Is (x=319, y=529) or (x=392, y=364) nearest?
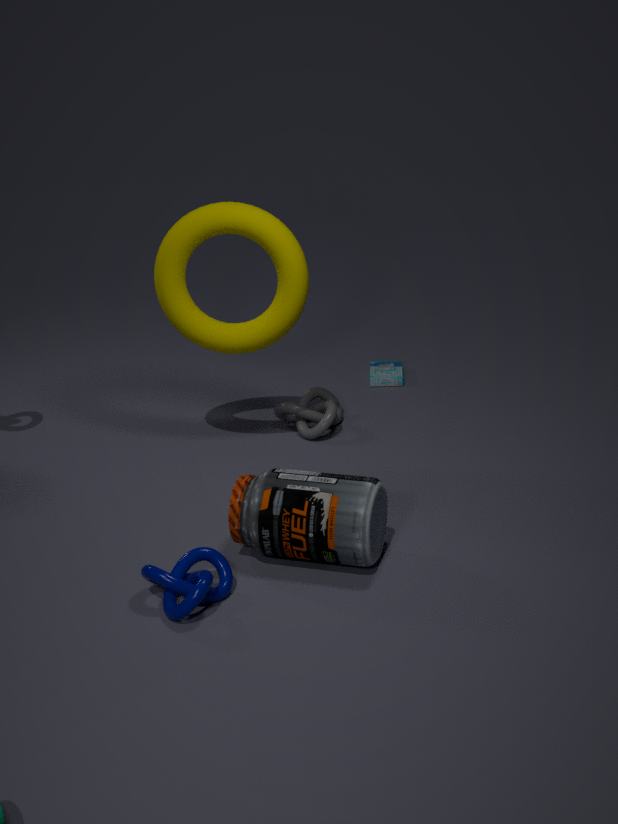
(x=319, y=529)
